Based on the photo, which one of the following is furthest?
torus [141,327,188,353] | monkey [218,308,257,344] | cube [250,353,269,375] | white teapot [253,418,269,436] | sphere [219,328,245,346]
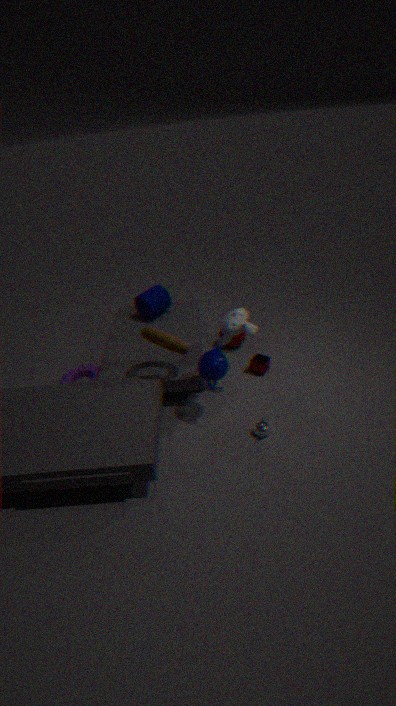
sphere [219,328,245,346]
